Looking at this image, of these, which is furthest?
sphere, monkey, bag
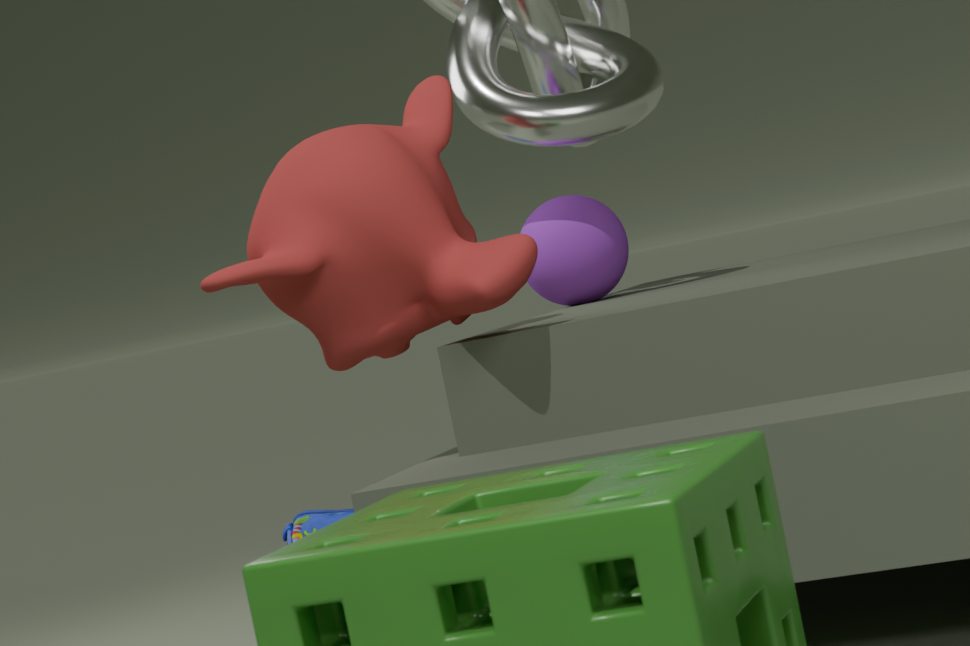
bag
